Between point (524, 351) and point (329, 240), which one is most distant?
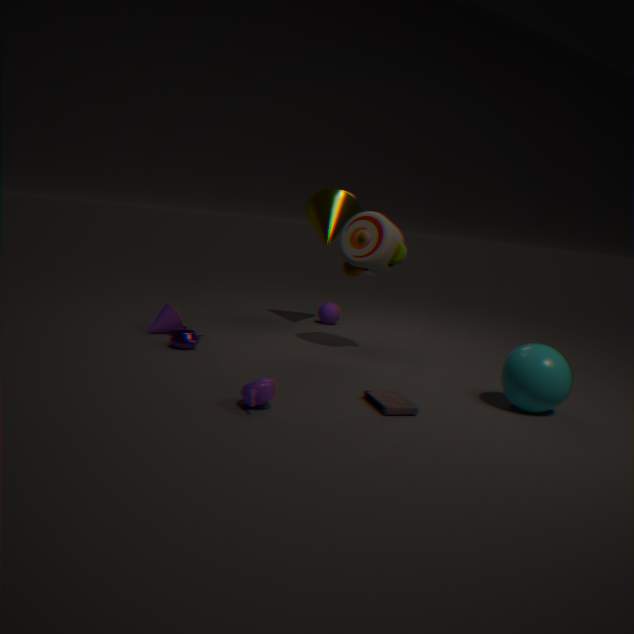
point (329, 240)
